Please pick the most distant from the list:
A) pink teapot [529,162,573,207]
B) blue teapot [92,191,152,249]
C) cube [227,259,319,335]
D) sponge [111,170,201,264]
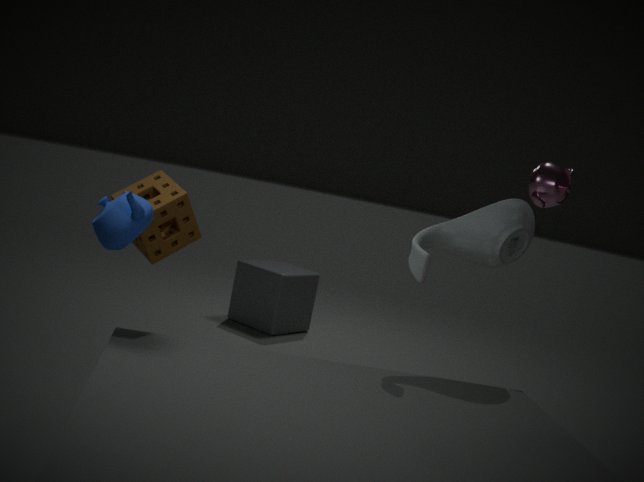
cube [227,259,319,335]
